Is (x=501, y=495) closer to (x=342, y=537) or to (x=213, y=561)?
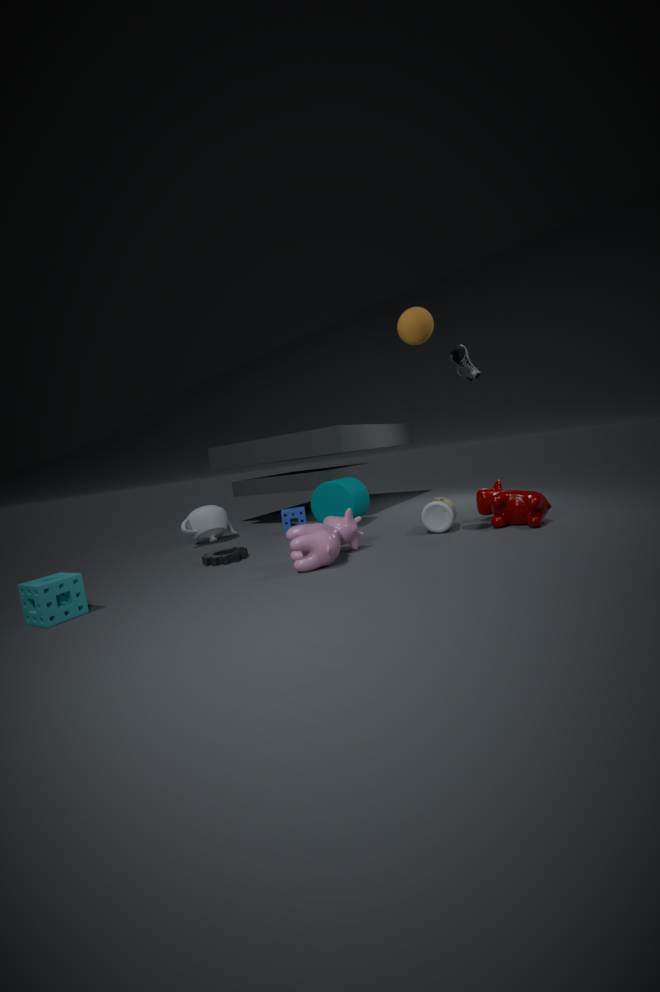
(x=342, y=537)
